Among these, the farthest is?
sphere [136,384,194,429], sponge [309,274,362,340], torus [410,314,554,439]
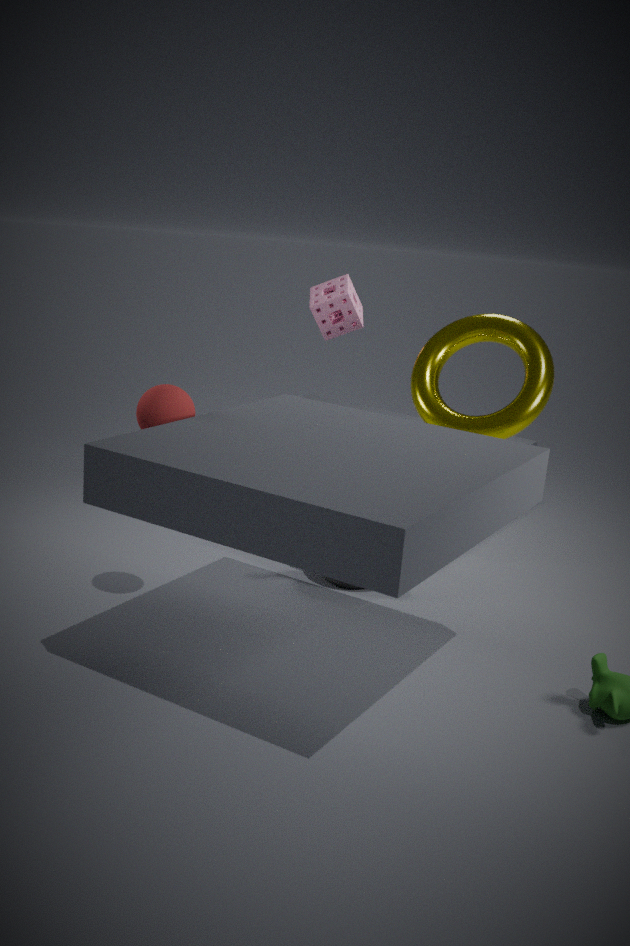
sponge [309,274,362,340]
